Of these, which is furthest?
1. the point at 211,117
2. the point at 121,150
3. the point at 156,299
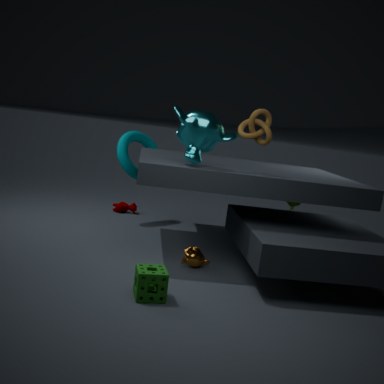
the point at 121,150
